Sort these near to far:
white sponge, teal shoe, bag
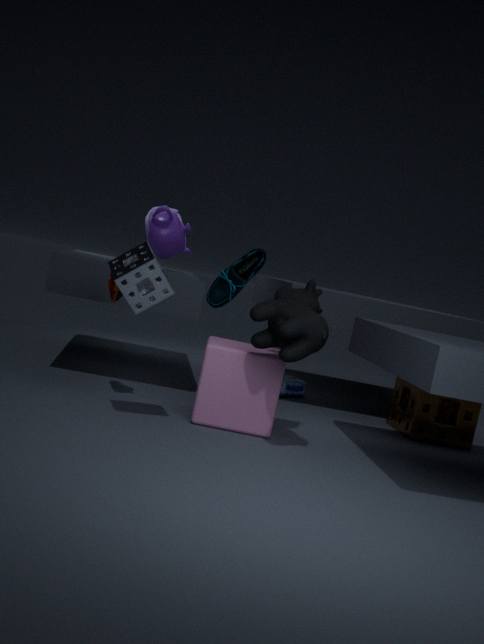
white sponge, teal shoe, bag
